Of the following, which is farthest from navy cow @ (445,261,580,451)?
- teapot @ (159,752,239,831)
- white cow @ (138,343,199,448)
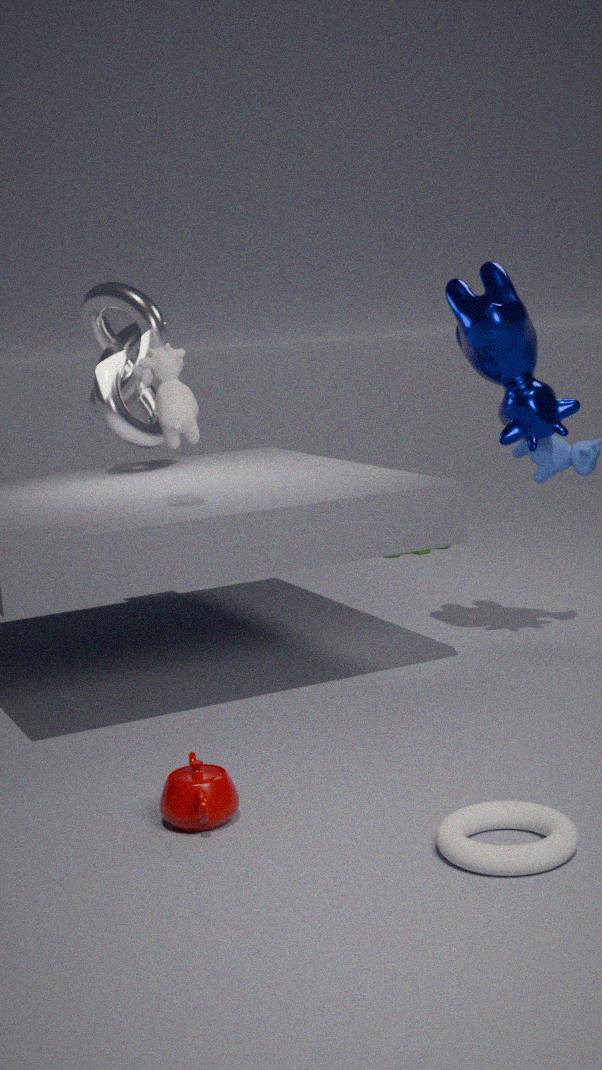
teapot @ (159,752,239,831)
